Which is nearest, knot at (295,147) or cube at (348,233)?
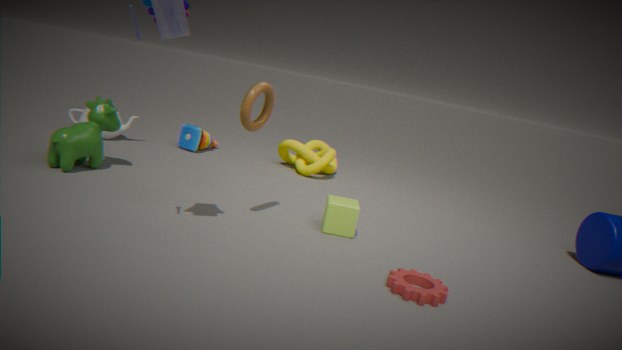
cube at (348,233)
